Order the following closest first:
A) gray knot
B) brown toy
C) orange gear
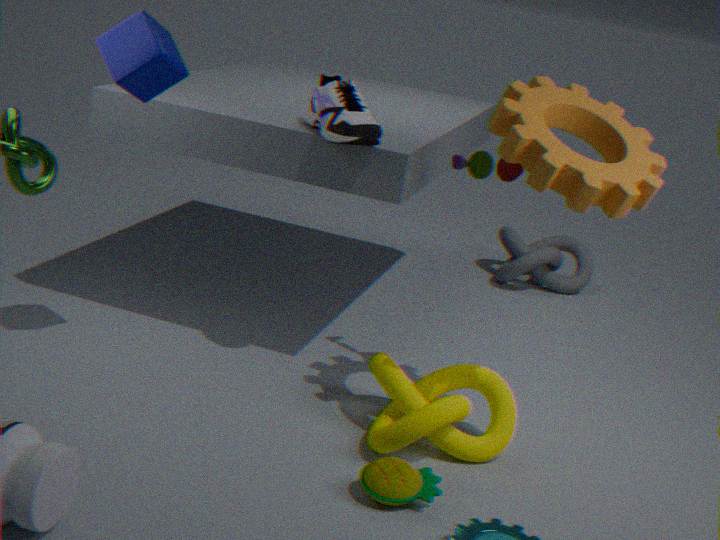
orange gear
brown toy
gray knot
